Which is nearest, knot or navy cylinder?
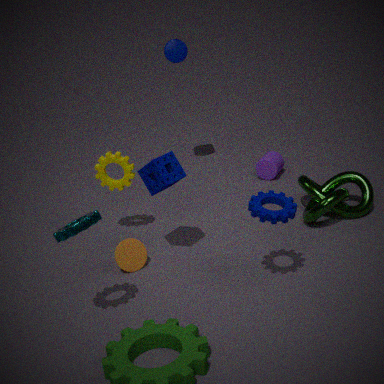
knot
